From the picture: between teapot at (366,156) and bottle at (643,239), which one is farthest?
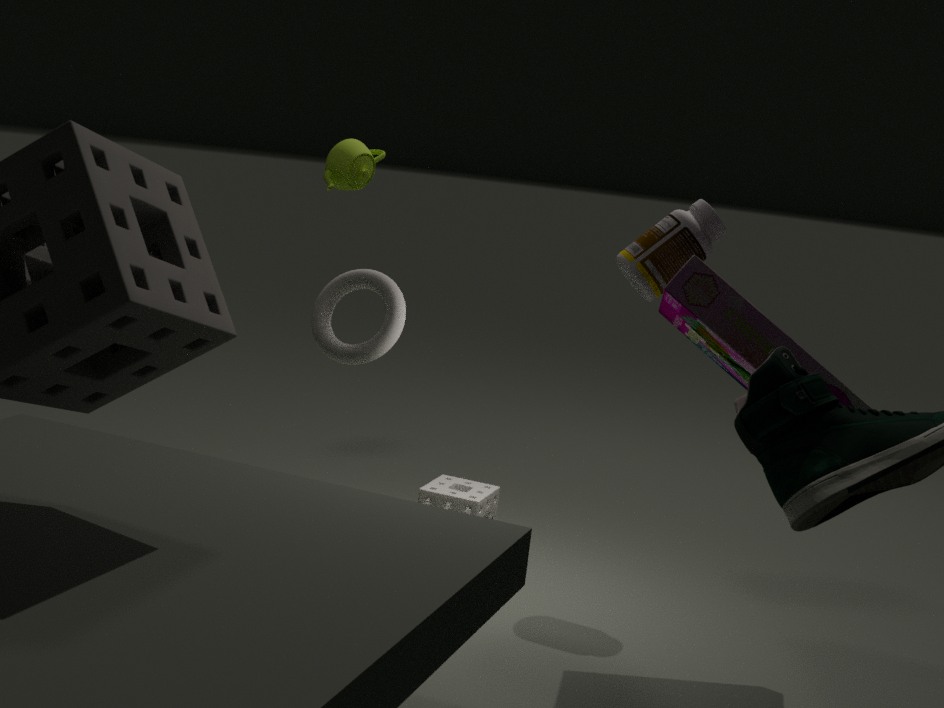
teapot at (366,156)
